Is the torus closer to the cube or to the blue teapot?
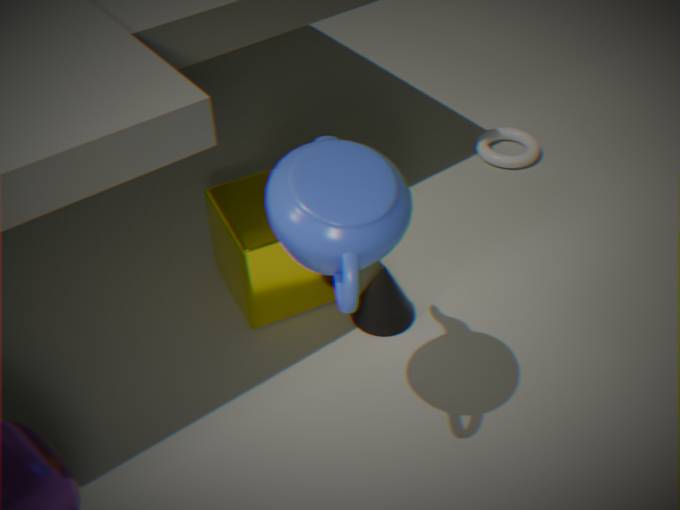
the cube
